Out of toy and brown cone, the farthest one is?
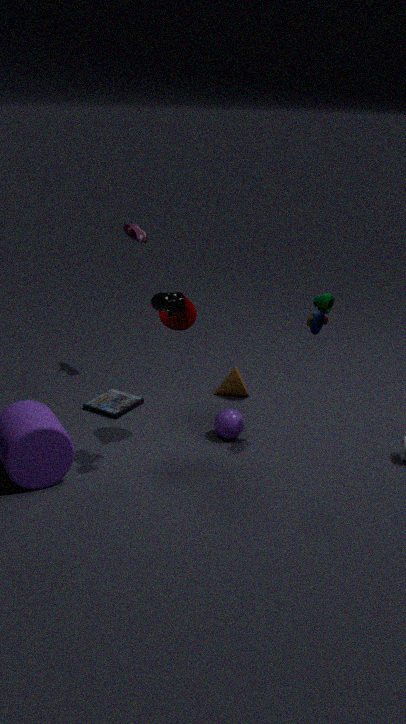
brown cone
